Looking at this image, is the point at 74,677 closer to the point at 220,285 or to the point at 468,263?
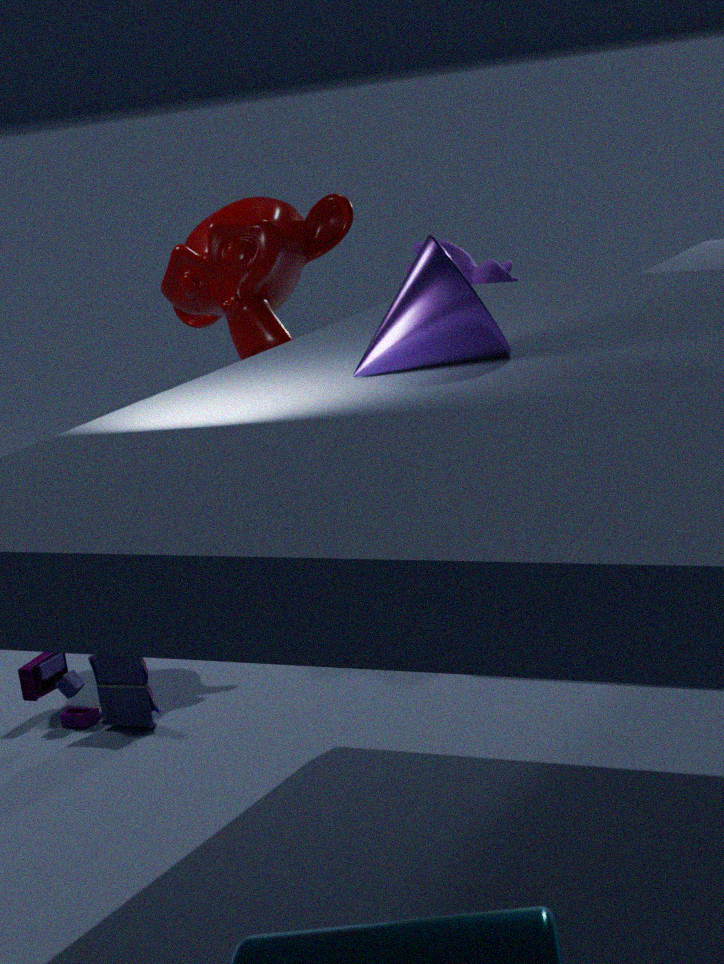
the point at 220,285
